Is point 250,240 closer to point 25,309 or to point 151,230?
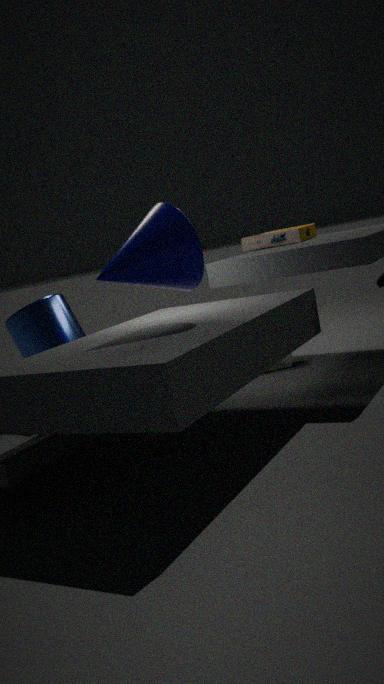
point 151,230
